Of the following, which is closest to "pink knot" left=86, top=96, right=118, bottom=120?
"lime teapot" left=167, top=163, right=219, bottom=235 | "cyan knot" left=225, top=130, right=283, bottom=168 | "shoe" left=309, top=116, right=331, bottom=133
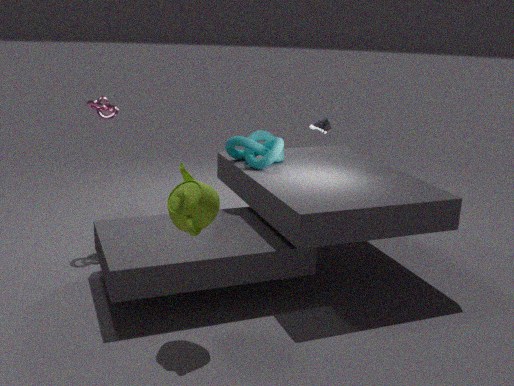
"cyan knot" left=225, top=130, right=283, bottom=168
